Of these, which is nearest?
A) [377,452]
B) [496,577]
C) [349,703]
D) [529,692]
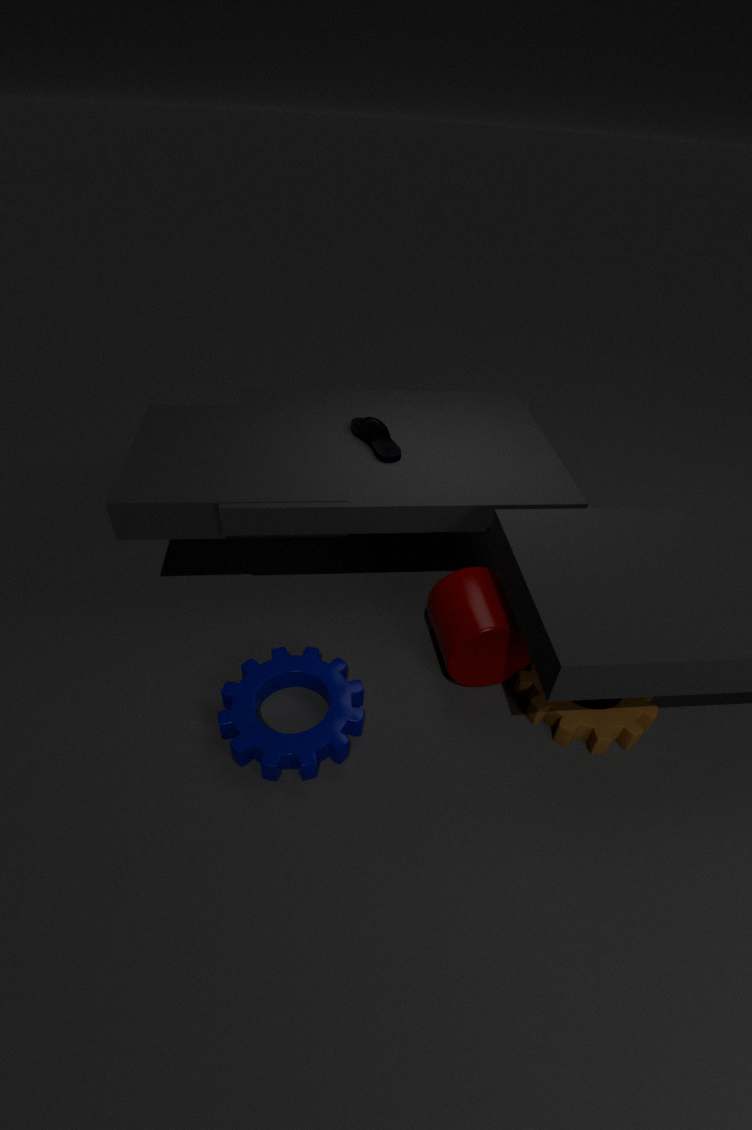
[349,703]
